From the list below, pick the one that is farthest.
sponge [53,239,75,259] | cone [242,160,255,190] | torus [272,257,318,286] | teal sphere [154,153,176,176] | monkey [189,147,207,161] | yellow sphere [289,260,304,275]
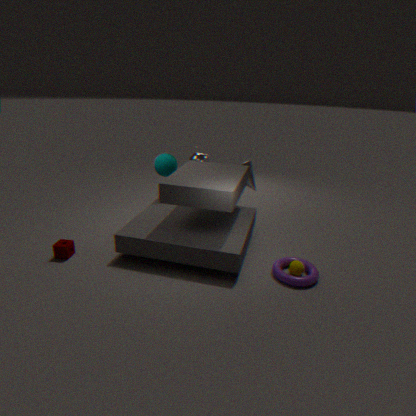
monkey [189,147,207,161]
